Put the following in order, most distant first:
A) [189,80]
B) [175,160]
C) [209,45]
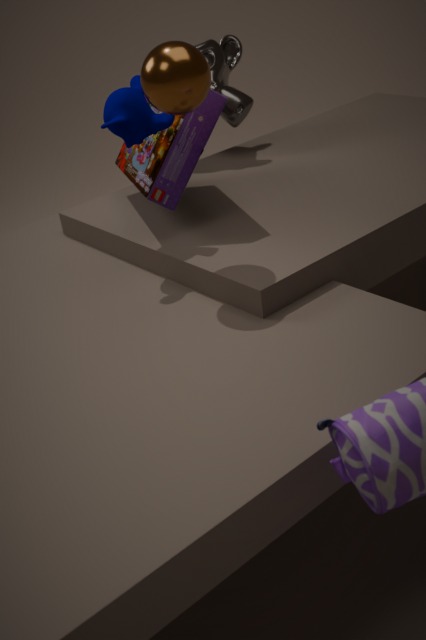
1. C. [209,45]
2. B. [175,160]
3. A. [189,80]
